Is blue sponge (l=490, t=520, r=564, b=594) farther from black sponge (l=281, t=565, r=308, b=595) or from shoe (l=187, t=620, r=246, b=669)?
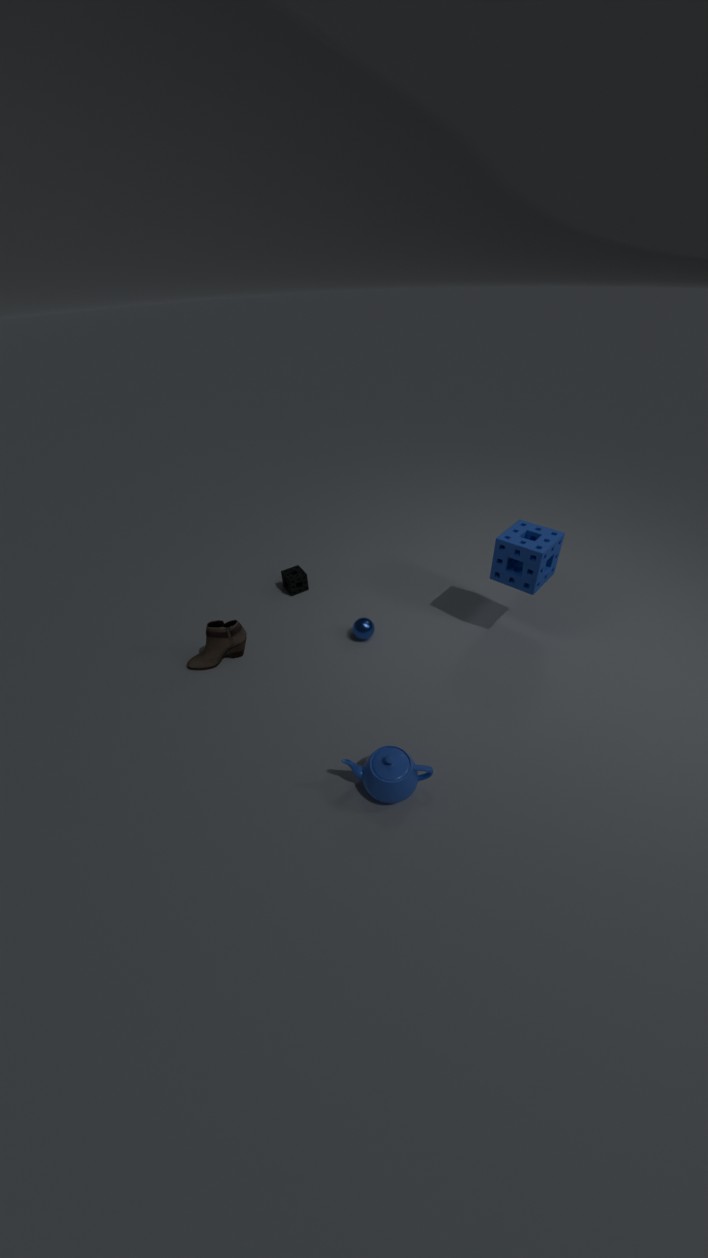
shoe (l=187, t=620, r=246, b=669)
